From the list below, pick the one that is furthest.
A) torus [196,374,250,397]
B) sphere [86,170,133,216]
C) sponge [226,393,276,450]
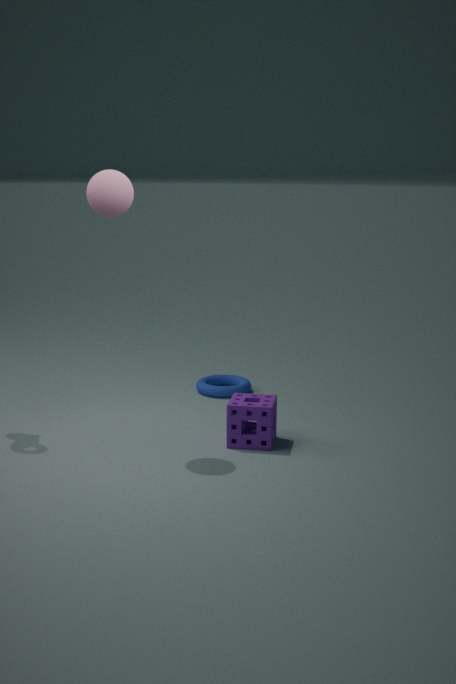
torus [196,374,250,397]
